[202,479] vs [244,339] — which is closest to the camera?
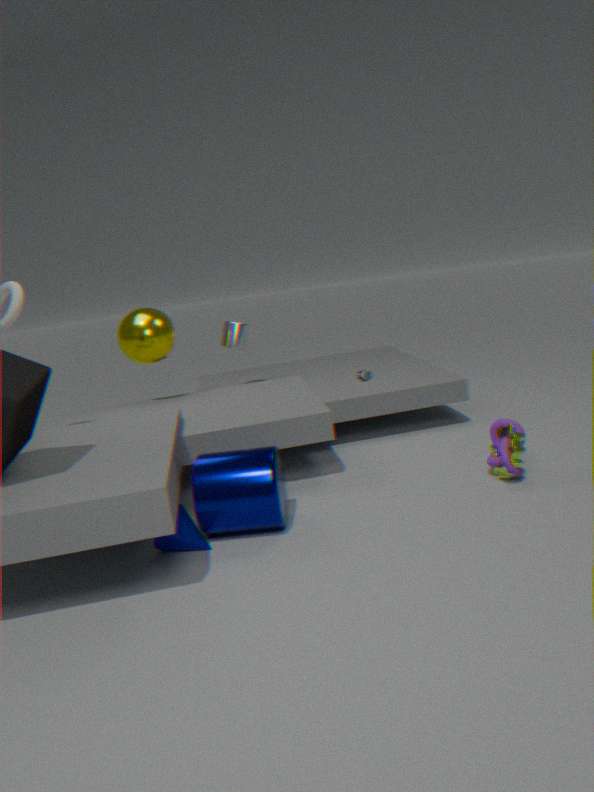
[202,479]
